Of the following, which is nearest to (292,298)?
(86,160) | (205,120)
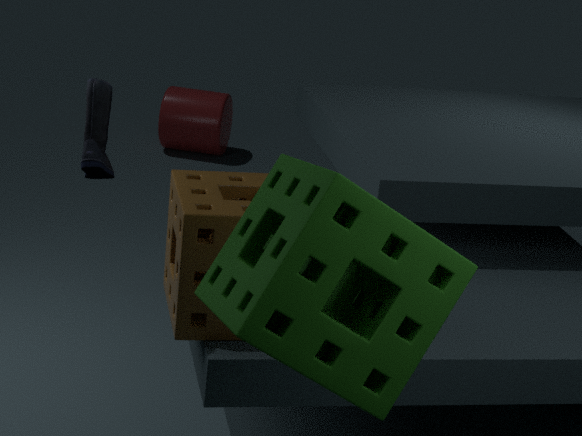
(86,160)
